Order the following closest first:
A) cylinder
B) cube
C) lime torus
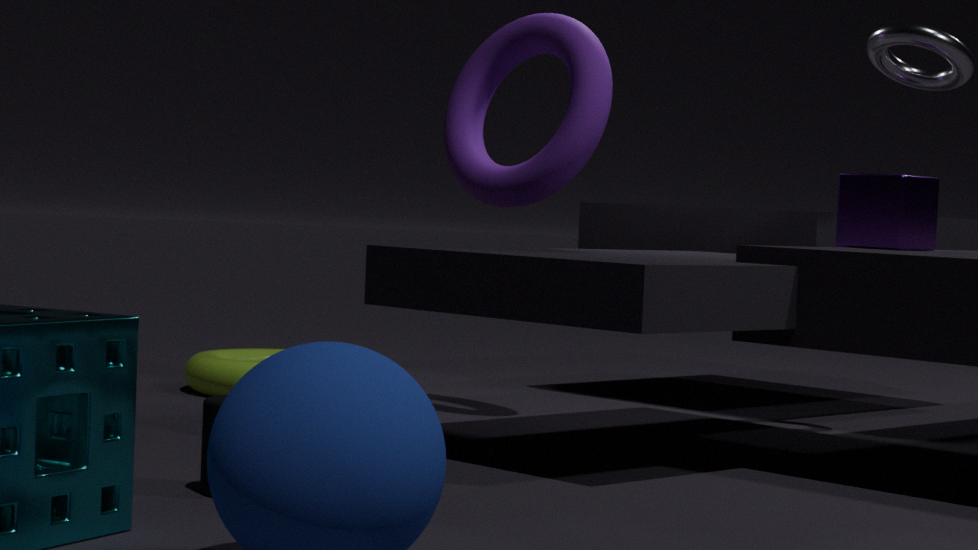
1. cylinder
2. cube
3. lime torus
